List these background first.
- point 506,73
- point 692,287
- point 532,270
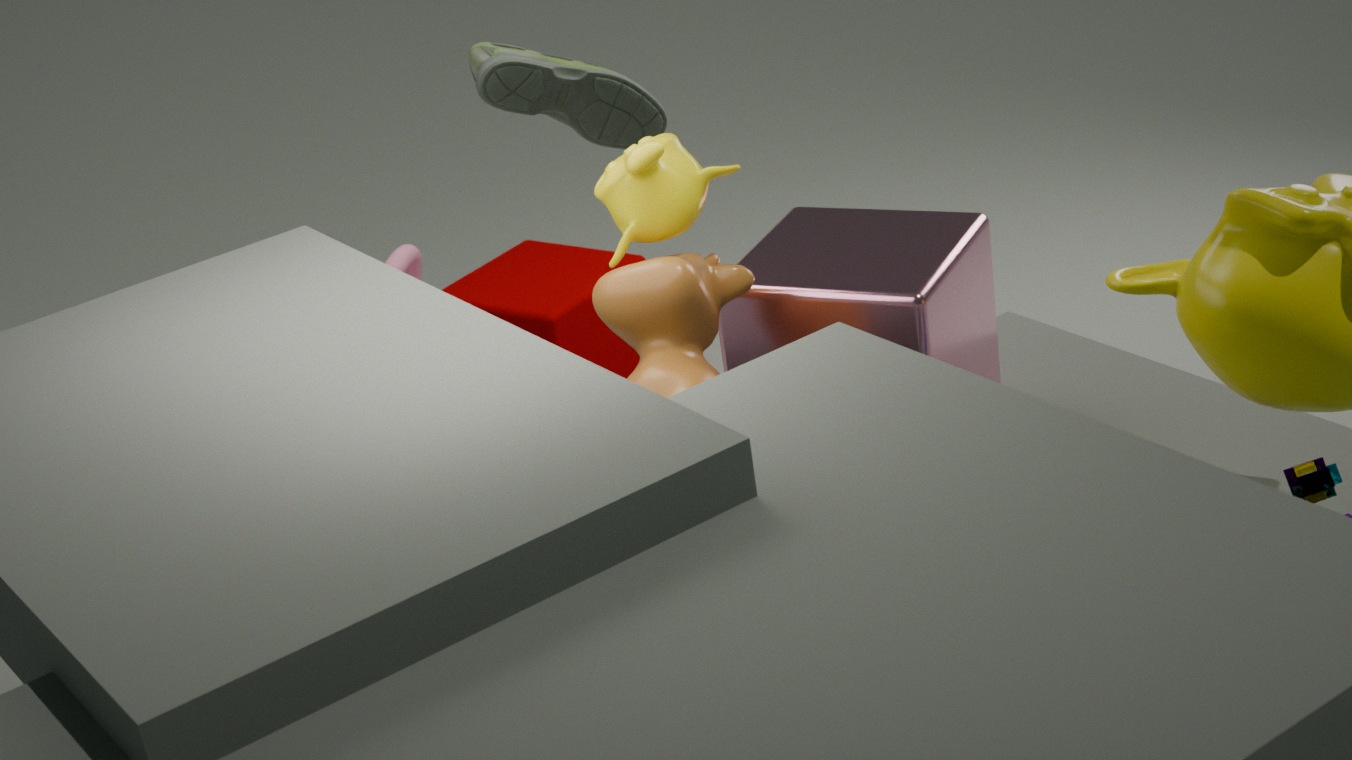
point 532,270 < point 506,73 < point 692,287
